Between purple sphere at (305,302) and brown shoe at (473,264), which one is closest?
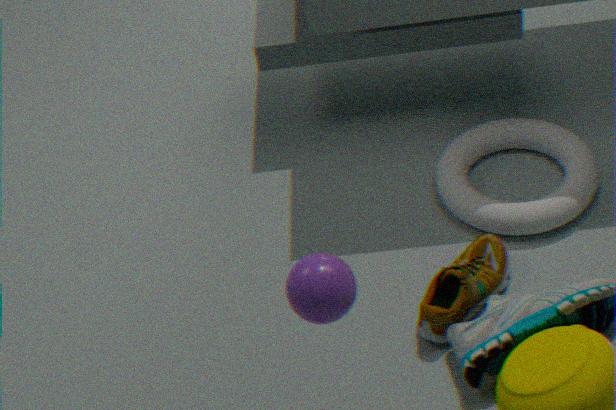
purple sphere at (305,302)
